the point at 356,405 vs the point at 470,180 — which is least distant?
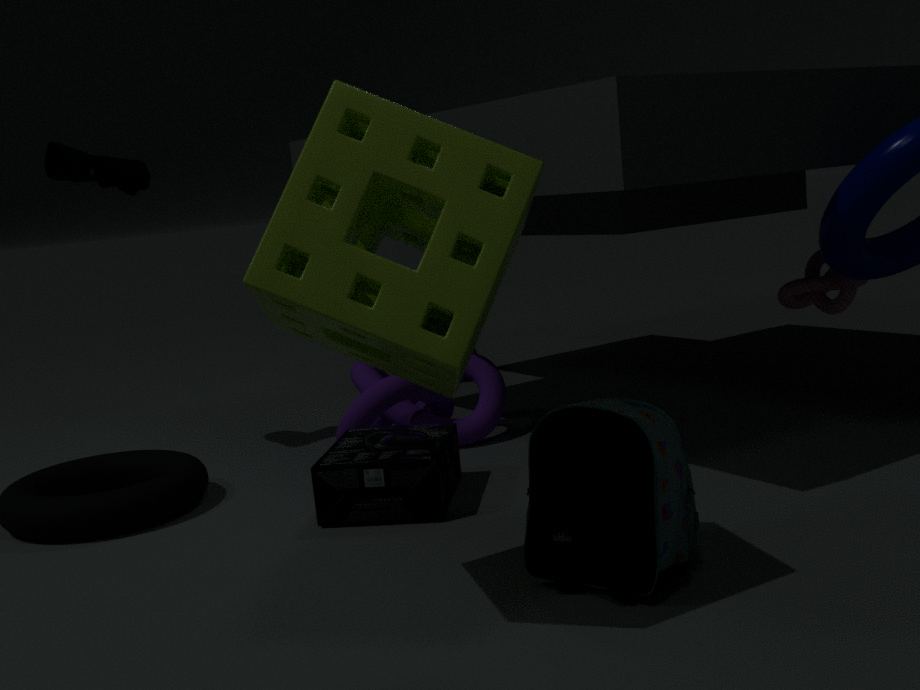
the point at 470,180
